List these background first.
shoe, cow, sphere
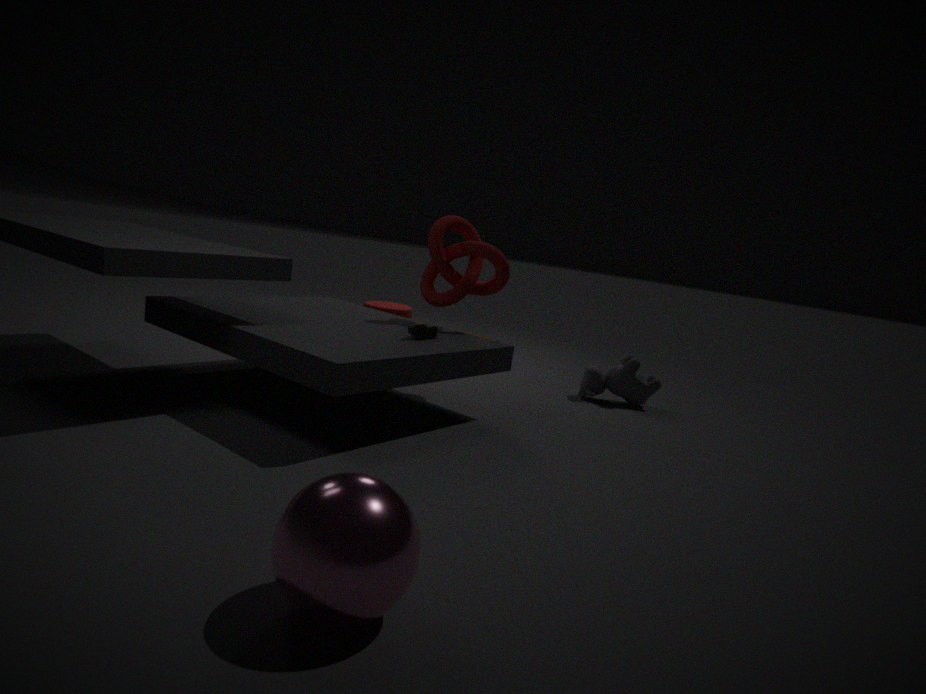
cow
shoe
sphere
